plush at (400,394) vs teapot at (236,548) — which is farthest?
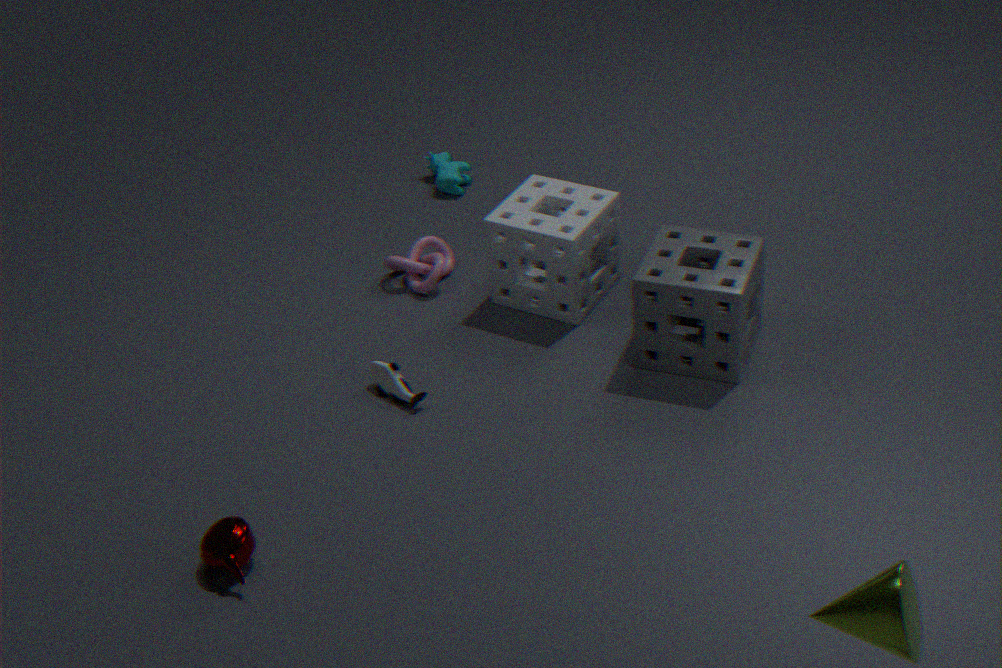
plush at (400,394)
